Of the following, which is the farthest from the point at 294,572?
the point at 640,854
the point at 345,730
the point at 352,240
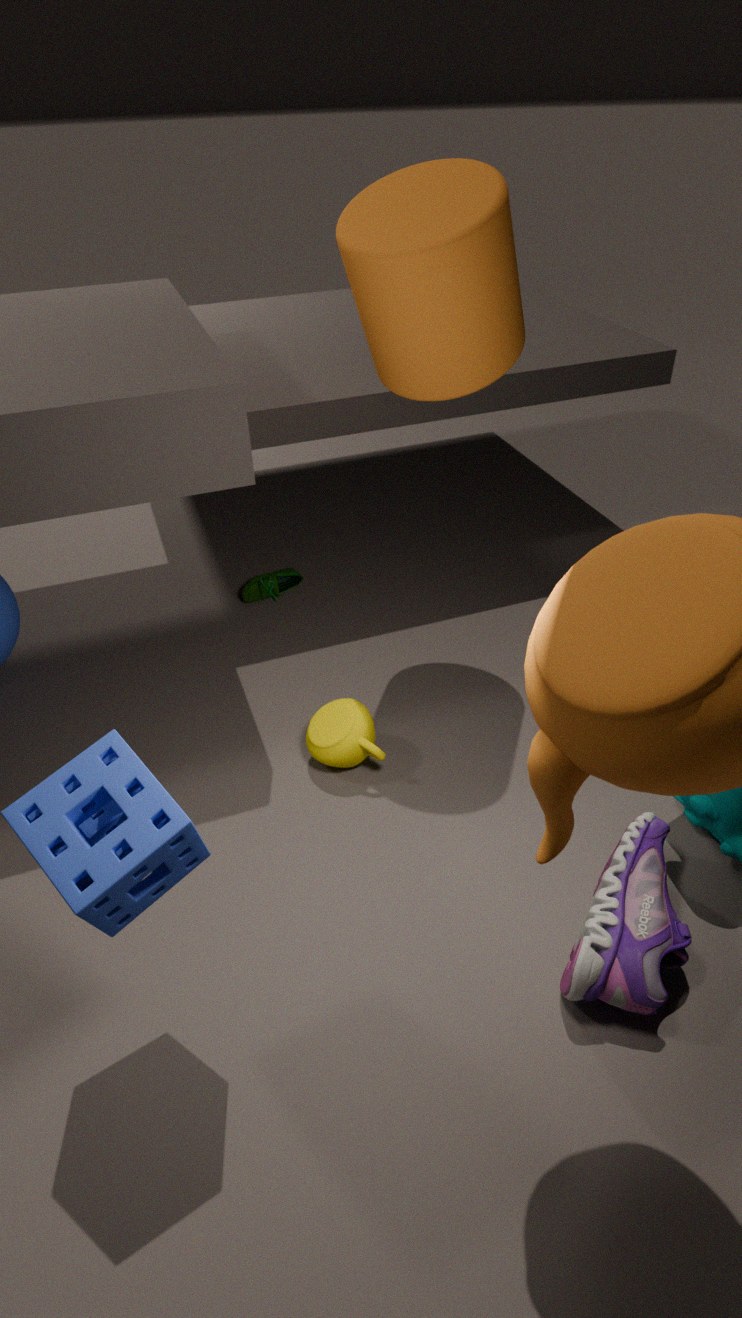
the point at 640,854
